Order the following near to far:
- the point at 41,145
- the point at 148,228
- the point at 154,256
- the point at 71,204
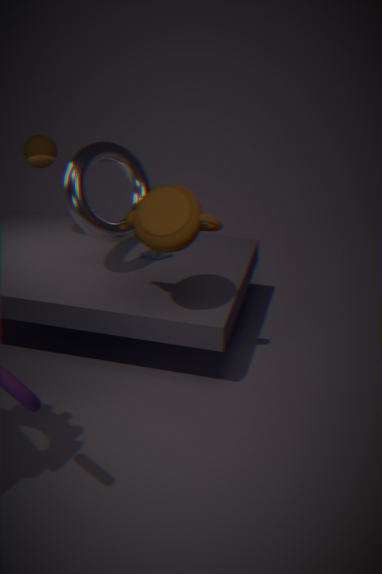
the point at 148,228
the point at 71,204
the point at 41,145
the point at 154,256
